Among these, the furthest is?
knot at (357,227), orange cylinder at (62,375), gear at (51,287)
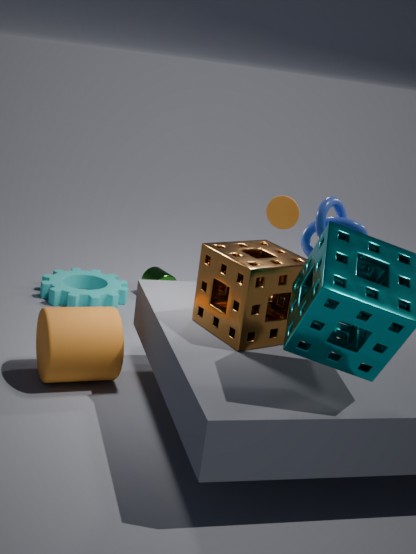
gear at (51,287)
